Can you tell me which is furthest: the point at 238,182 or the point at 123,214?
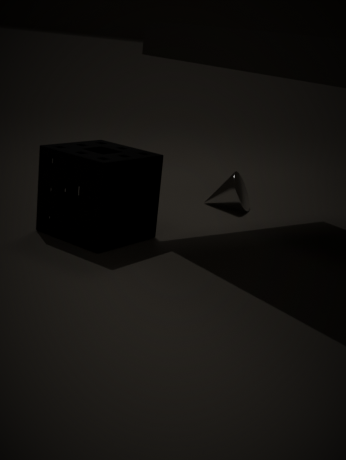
the point at 238,182
